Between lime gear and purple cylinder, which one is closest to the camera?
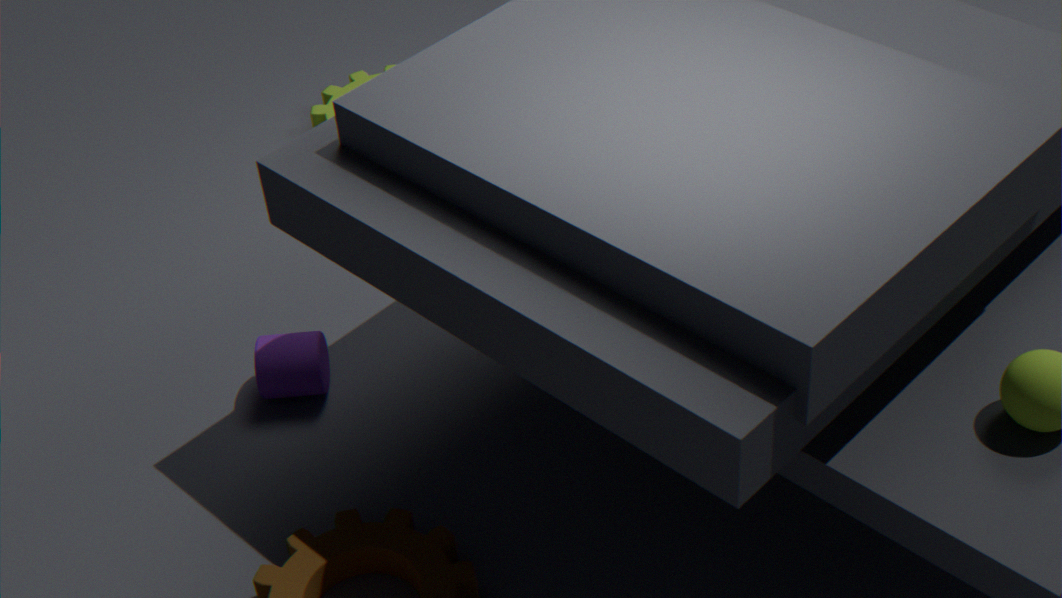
purple cylinder
